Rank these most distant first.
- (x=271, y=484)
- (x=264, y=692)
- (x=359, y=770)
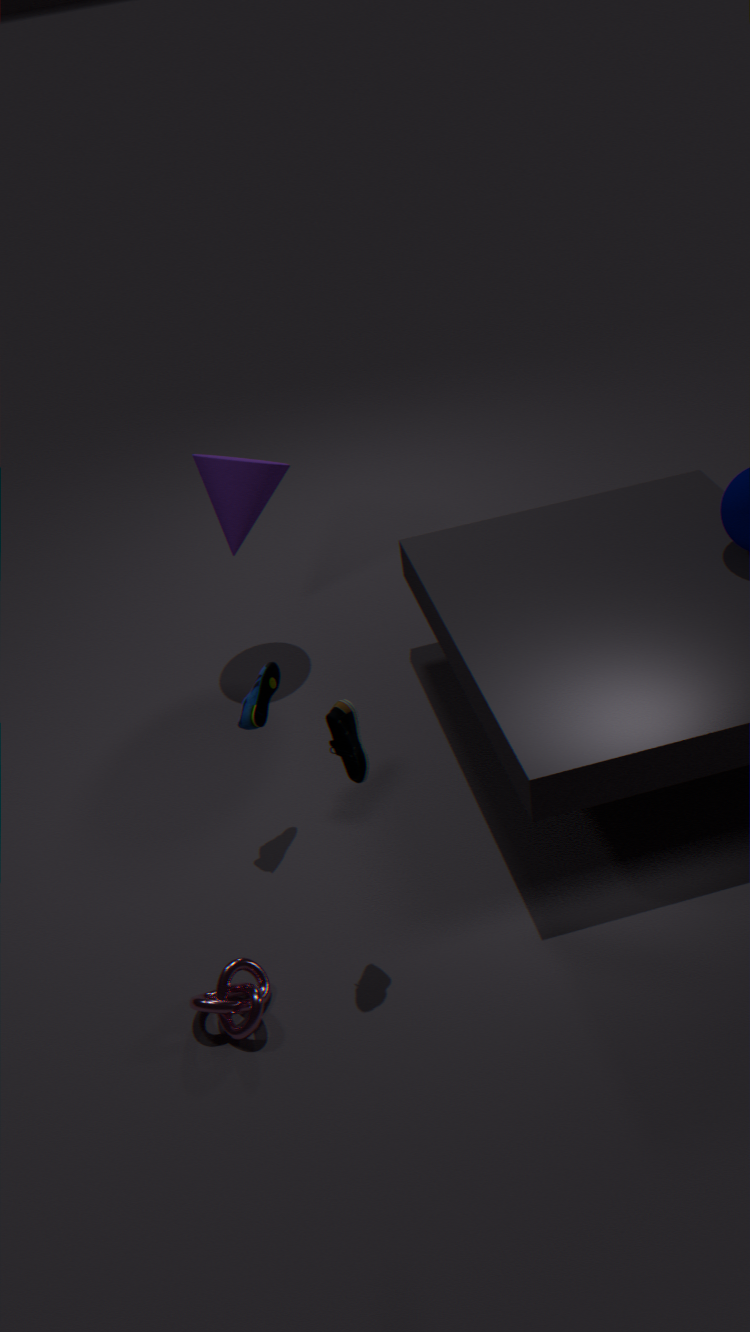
(x=271, y=484) → (x=264, y=692) → (x=359, y=770)
